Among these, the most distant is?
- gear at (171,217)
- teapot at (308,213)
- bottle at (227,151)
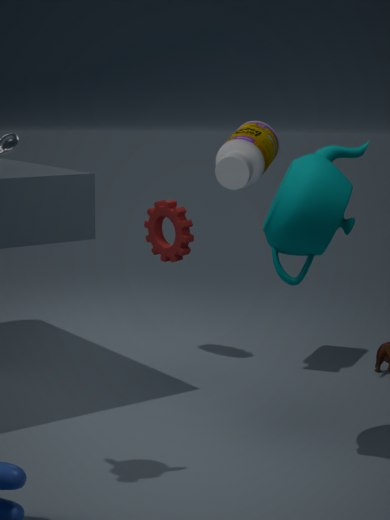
gear at (171,217)
